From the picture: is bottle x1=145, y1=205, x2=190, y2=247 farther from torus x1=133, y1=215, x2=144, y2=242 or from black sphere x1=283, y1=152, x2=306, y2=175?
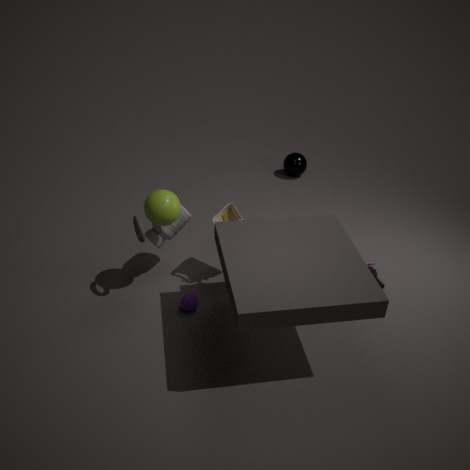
black sphere x1=283, y1=152, x2=306, y2=175
